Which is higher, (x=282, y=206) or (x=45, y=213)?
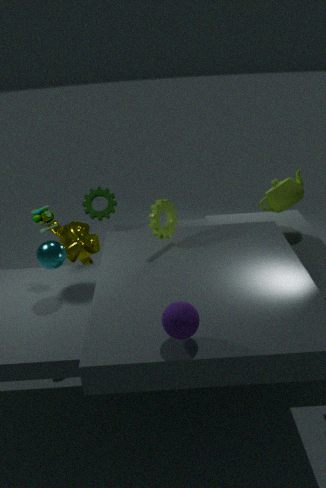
(x=45, y=213)
